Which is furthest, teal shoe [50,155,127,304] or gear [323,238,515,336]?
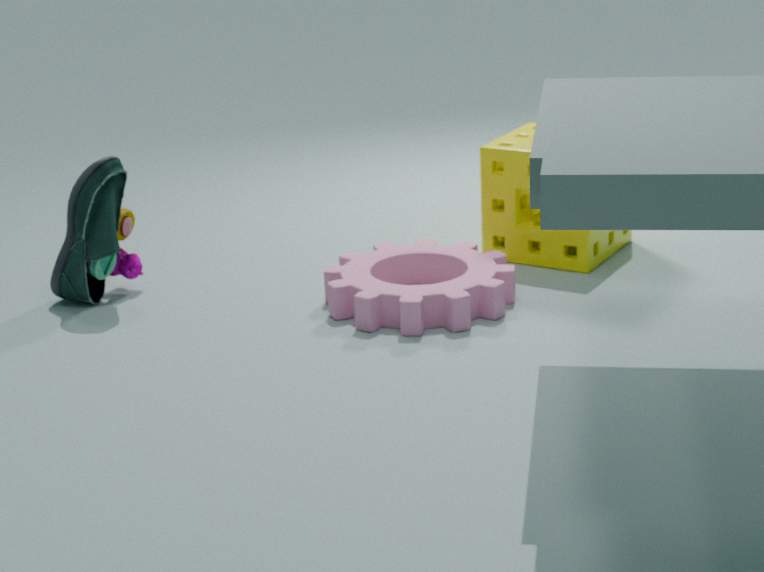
teal shoe [50,155,127,304]
